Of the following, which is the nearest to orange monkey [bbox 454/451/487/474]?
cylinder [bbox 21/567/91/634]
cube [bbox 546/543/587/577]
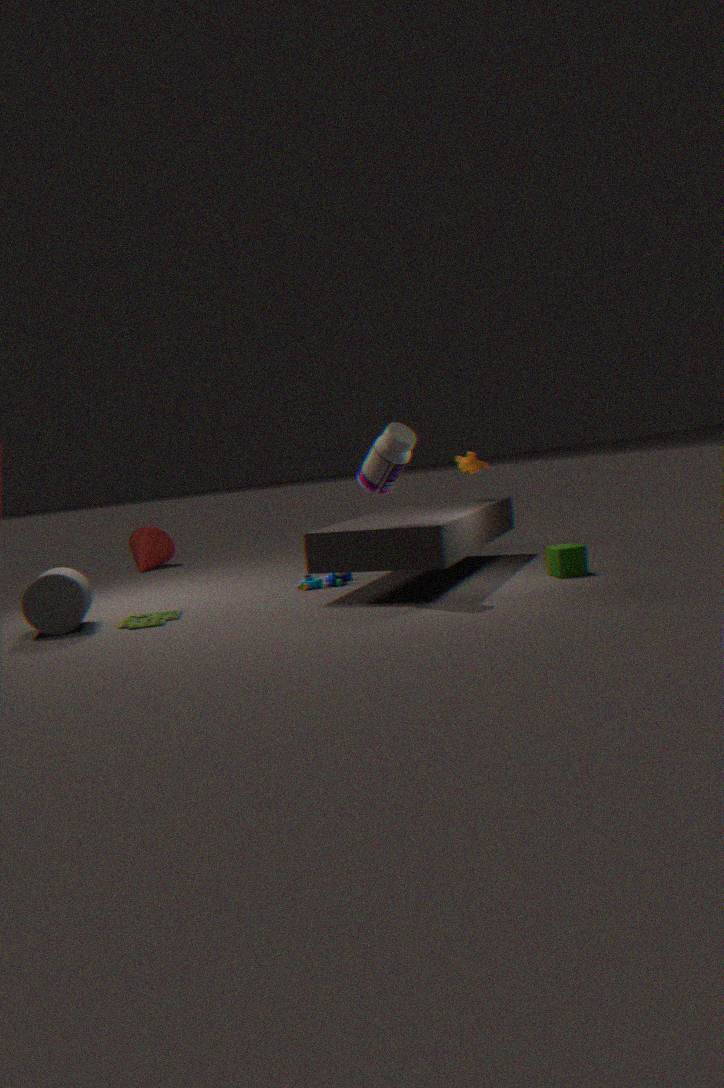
cube [bbox 546/543/587/577]
